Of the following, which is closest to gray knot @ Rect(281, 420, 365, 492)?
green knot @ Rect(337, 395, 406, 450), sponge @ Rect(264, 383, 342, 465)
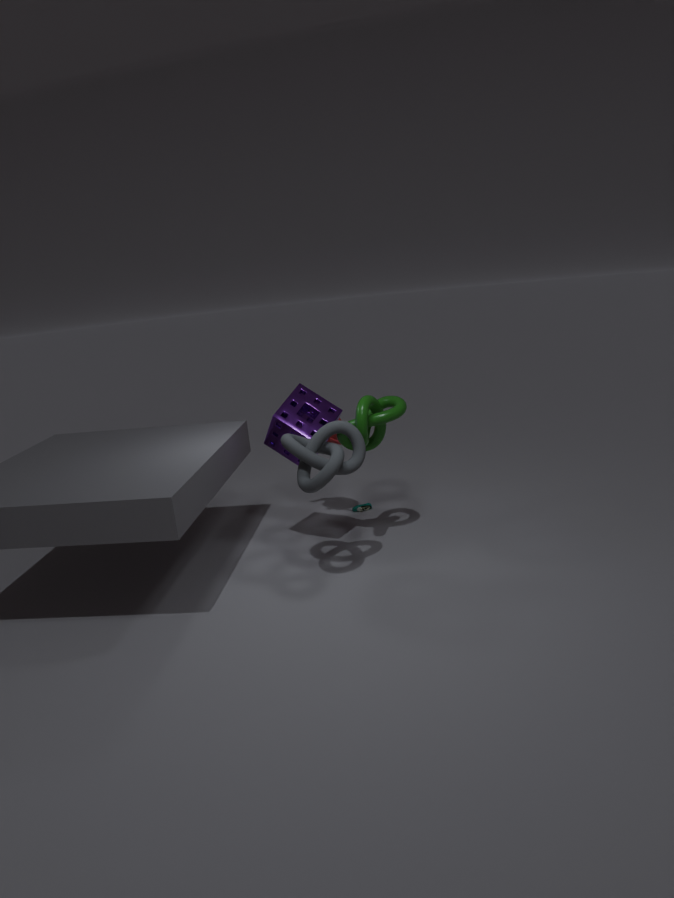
sponge @ Rect(264, 383, 342, 465)
